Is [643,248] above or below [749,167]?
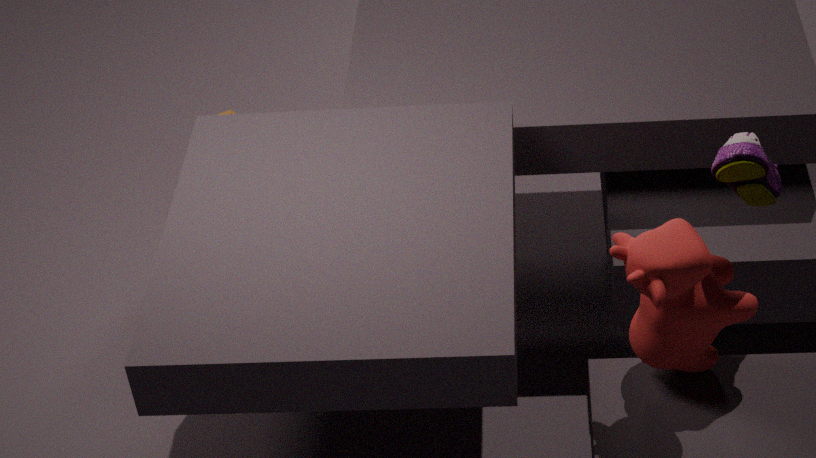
below
